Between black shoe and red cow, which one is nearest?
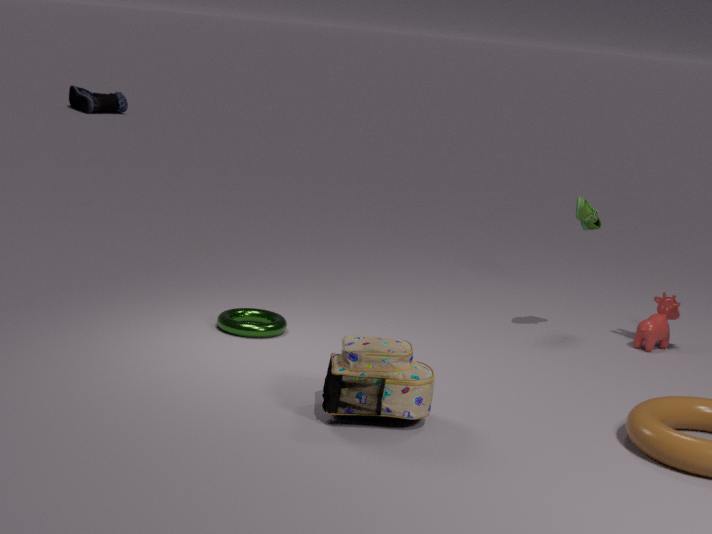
red cow
